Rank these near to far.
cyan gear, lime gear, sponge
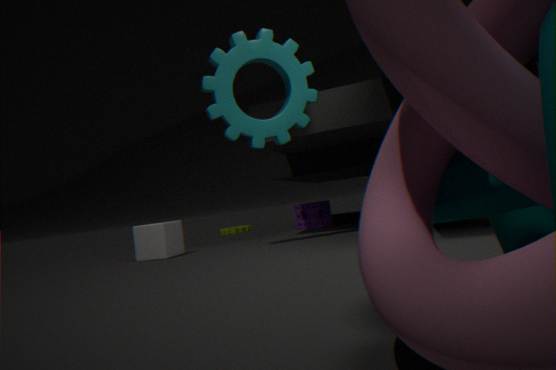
cyan gear < sponge < lime gear
